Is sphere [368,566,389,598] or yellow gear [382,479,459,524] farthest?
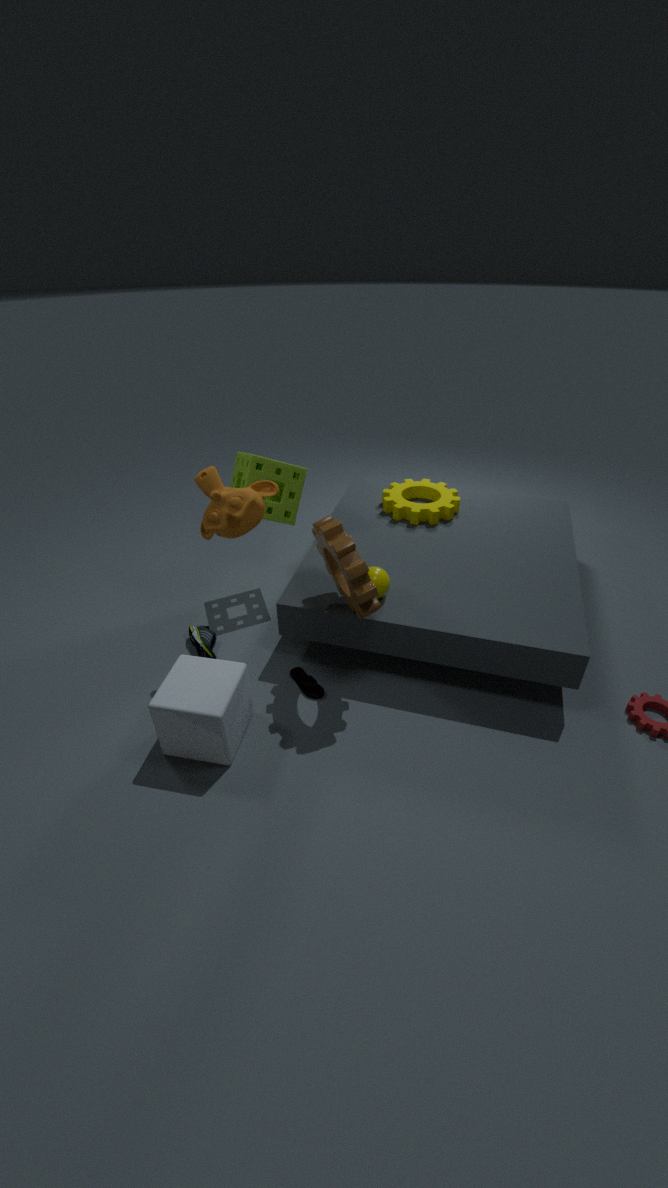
yellow gear [382,479,459,524]
